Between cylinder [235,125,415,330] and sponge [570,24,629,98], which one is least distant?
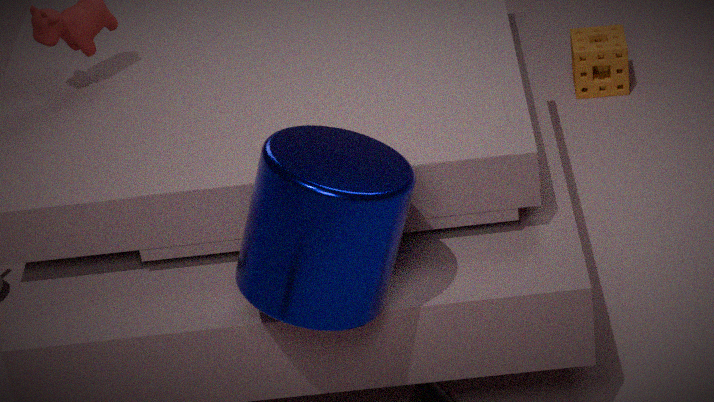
cylinder [235,125,415,330]
